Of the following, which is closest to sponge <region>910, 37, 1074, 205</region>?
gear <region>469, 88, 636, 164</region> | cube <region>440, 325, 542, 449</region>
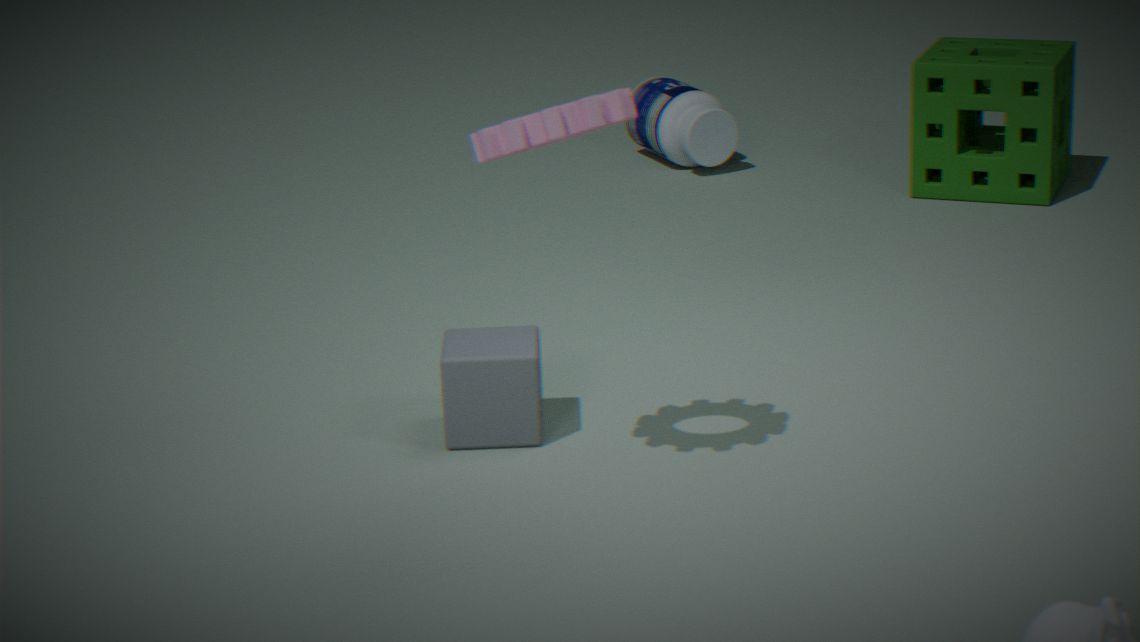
cube <region>440, 325, 542, 449</region>
